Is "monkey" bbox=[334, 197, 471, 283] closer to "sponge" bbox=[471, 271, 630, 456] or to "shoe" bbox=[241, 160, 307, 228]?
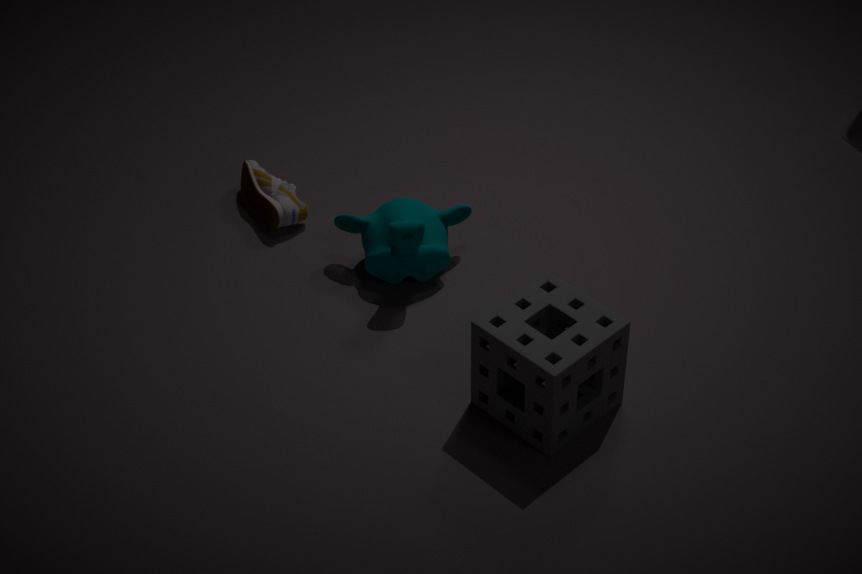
"shoe" bbox=[241, 160, 307, 228]
